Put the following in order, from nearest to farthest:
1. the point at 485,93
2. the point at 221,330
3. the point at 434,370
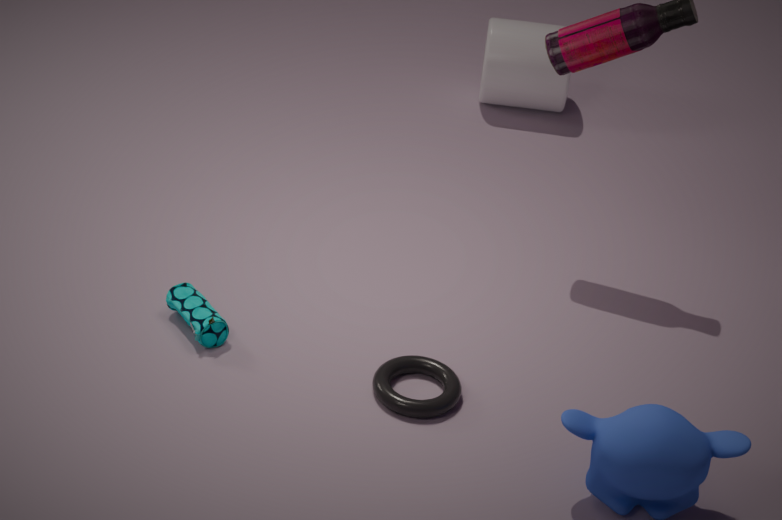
1. the point at 434,370
2. the point at 221,330
3. the point at 485,93
